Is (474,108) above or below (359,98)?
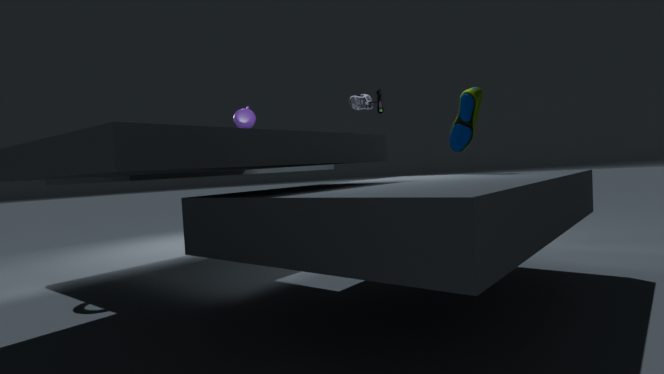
below
